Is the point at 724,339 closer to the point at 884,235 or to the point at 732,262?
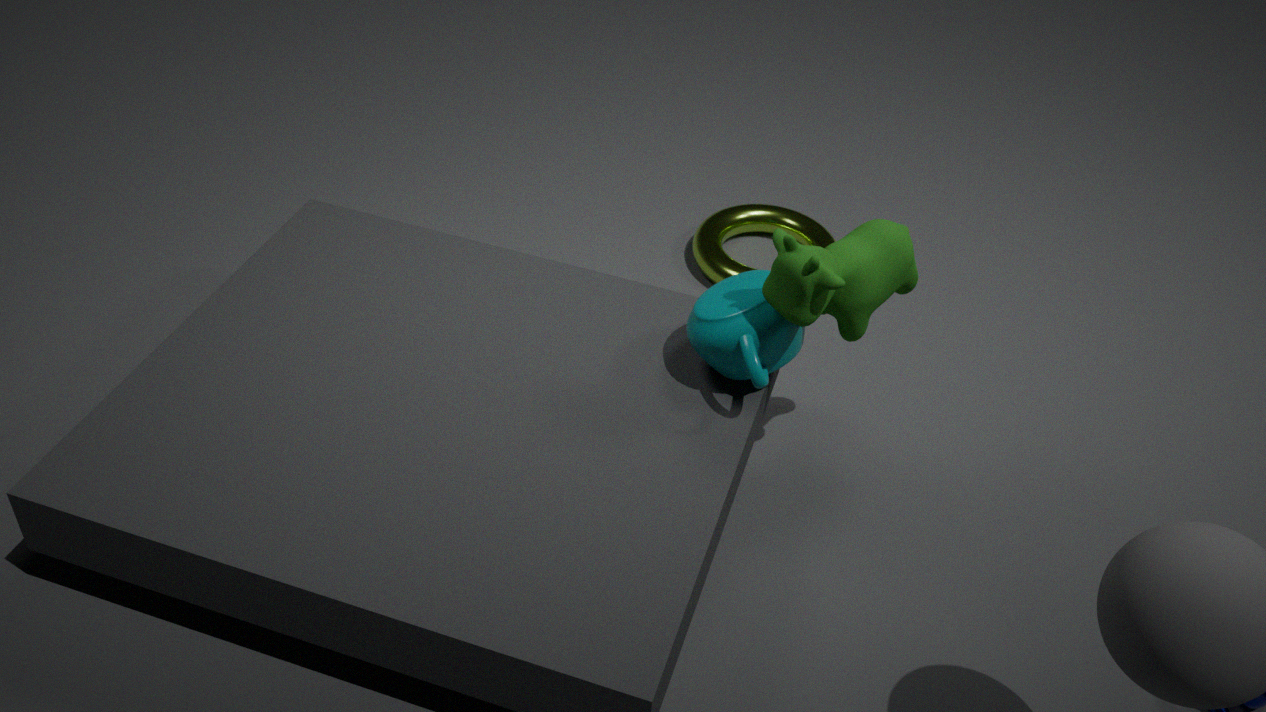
the point at 884,235
